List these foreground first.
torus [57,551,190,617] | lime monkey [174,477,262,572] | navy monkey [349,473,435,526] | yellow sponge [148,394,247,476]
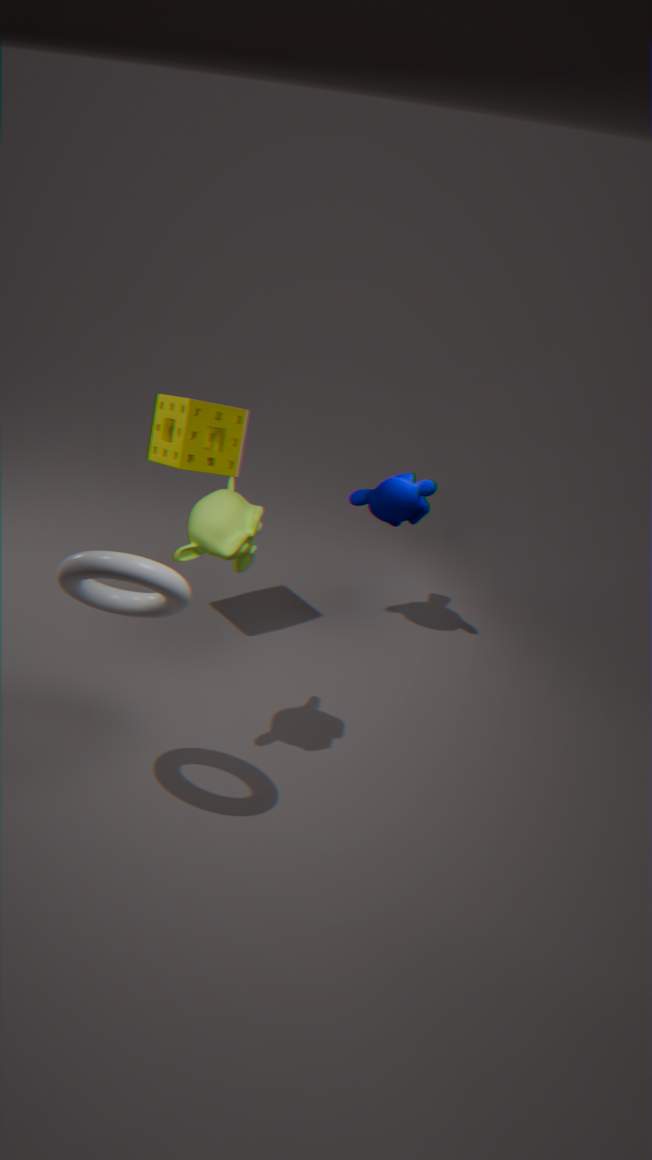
torus [57,551,190,617] < lime monkey [174,477,262,572] < yellow sponge [148,394,247,476] < navy monkey [349,473,435,526]
